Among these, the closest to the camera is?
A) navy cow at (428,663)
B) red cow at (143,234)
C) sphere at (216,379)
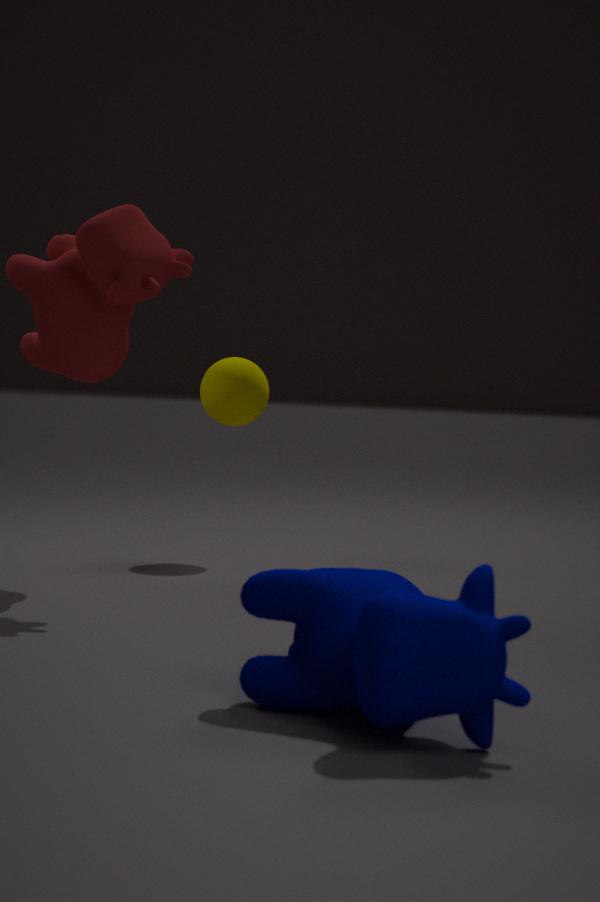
A. navy cow at (428,663)
